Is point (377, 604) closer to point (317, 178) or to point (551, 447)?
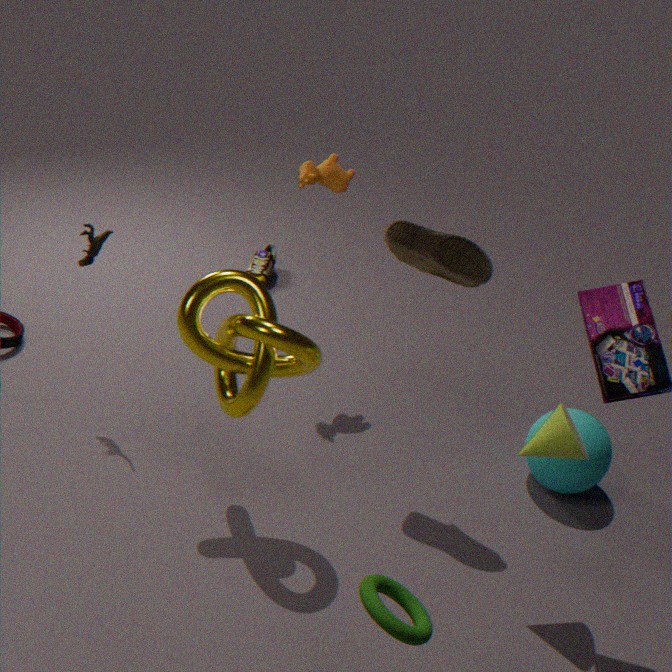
point (551, 447)
